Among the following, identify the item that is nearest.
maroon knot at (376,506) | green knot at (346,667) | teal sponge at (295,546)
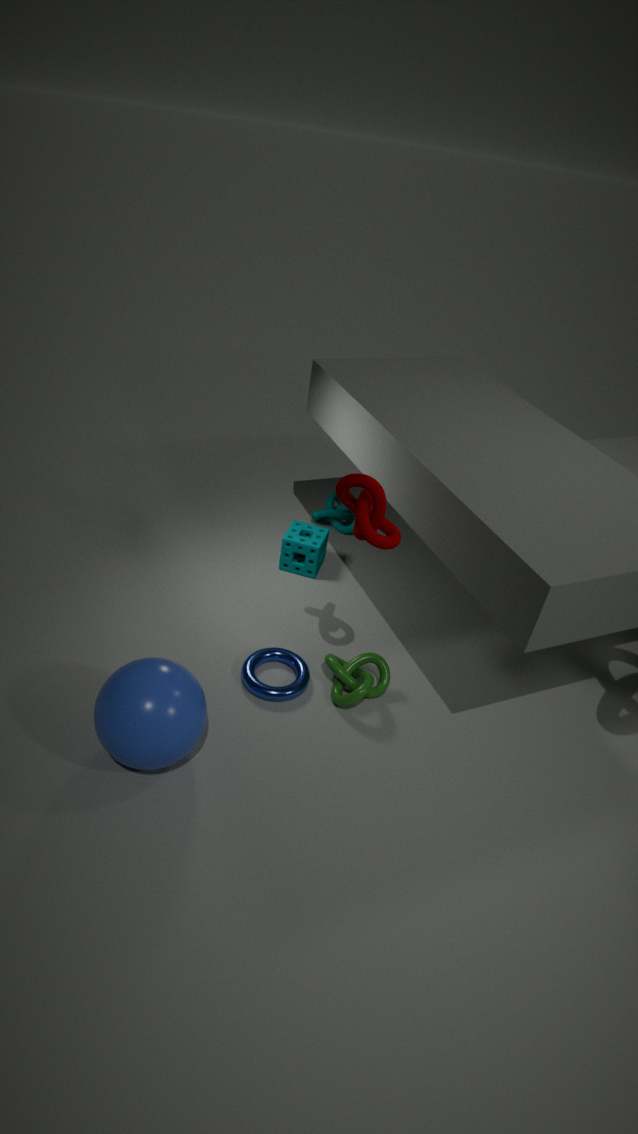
maroon knot at (376,506)
